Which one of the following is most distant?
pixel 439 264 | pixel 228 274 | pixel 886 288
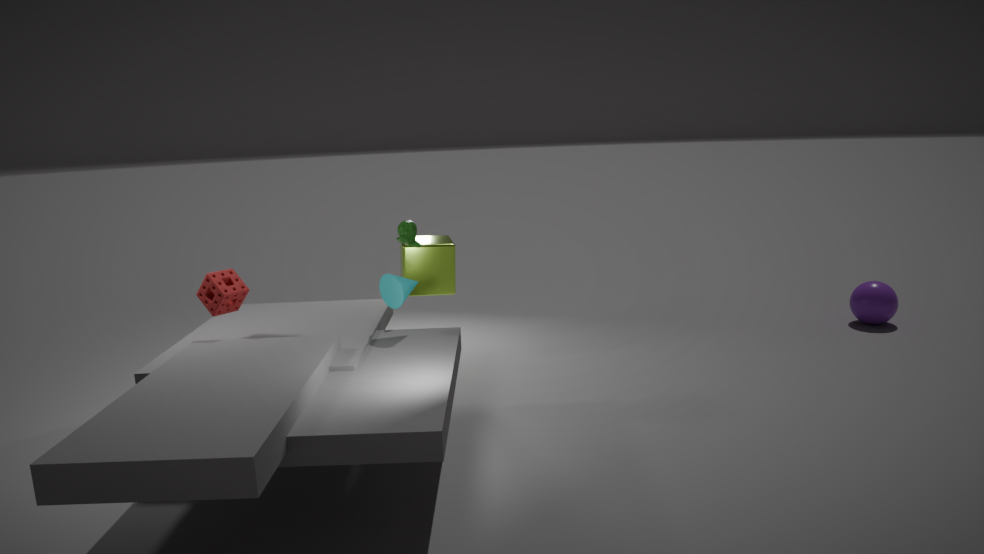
pixel 886 288
